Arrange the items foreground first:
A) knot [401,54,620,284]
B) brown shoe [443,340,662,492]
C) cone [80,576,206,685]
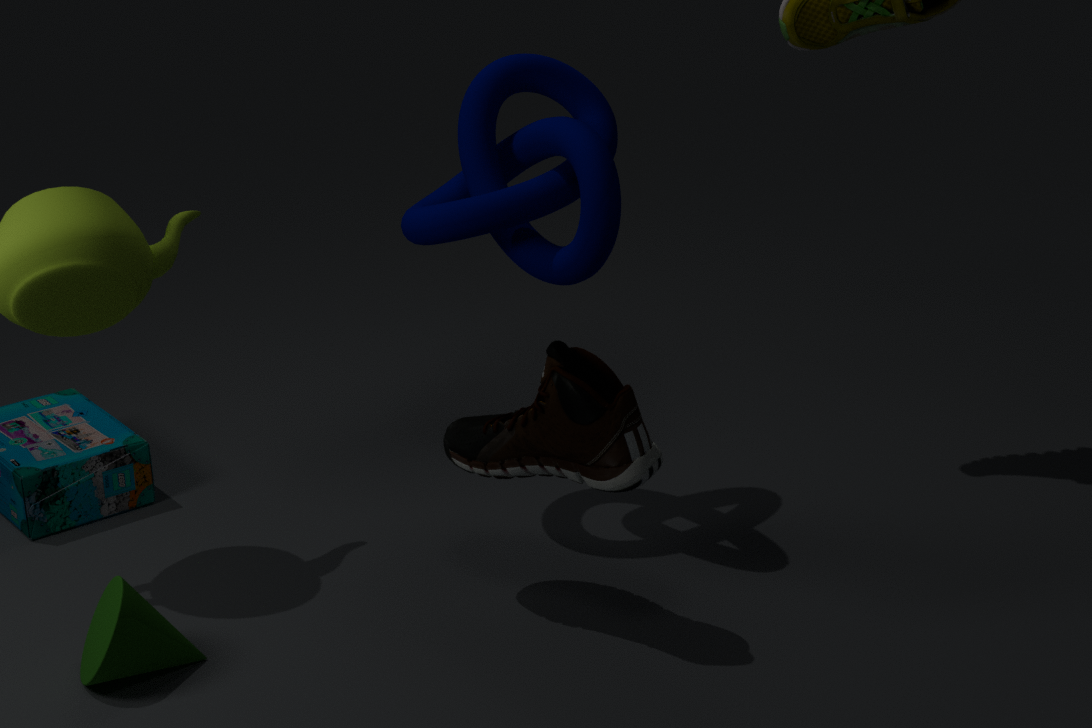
cone [80,576,206,685]
brown shoe [443,340,662,492]
knot [401,54,620,284]
